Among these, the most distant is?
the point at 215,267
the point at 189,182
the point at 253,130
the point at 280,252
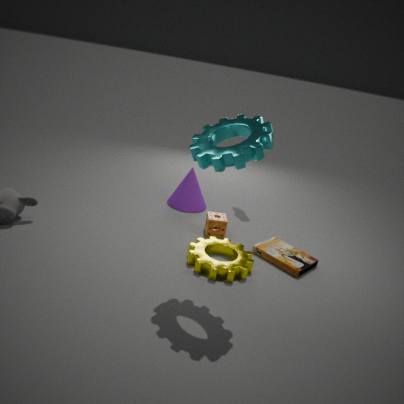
the point at 189,182
